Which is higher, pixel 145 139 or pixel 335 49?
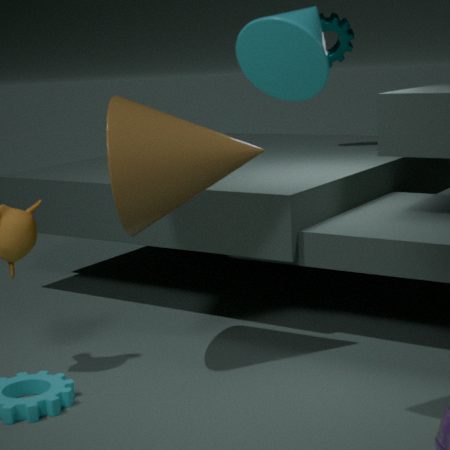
pixel 335 49
